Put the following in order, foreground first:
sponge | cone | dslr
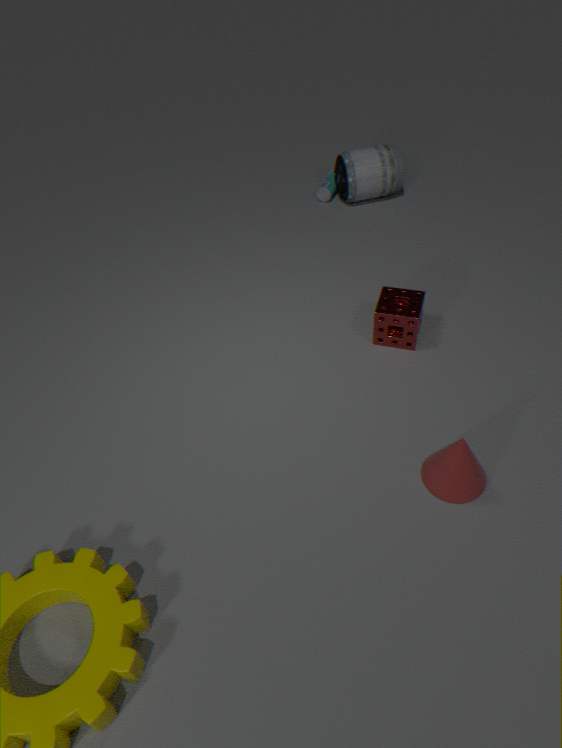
cone
sponge
dslr
